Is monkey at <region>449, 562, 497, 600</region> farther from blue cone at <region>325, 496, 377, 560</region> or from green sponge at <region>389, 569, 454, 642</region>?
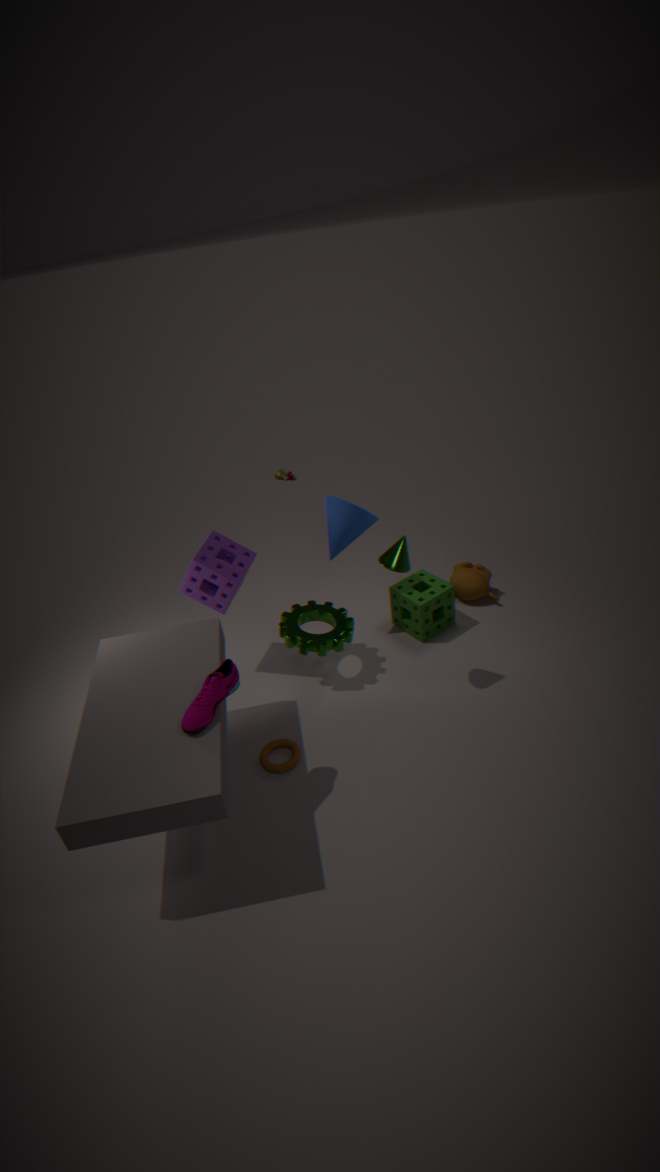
blue cone at <region>325, 496, 377, 560</region>
